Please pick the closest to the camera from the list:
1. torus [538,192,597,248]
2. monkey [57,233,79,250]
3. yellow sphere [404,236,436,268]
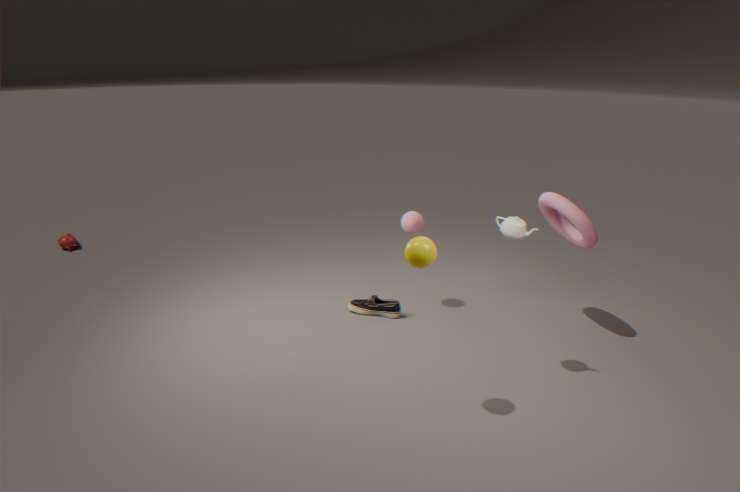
yellow sphere [404,236,436,268]
